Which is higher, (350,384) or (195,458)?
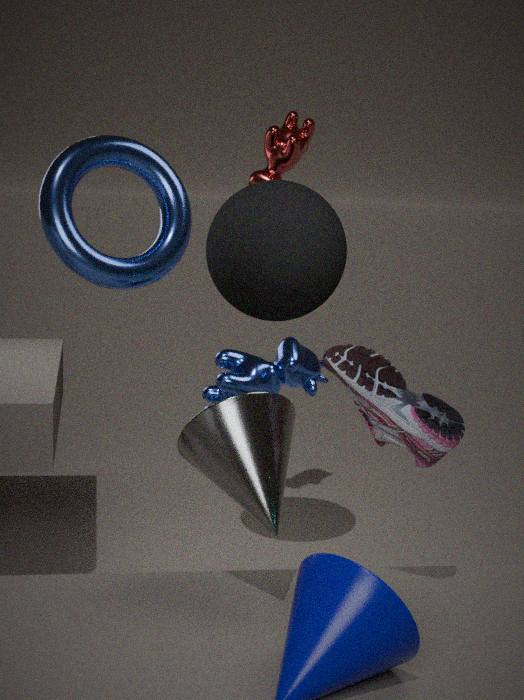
(350,384)
